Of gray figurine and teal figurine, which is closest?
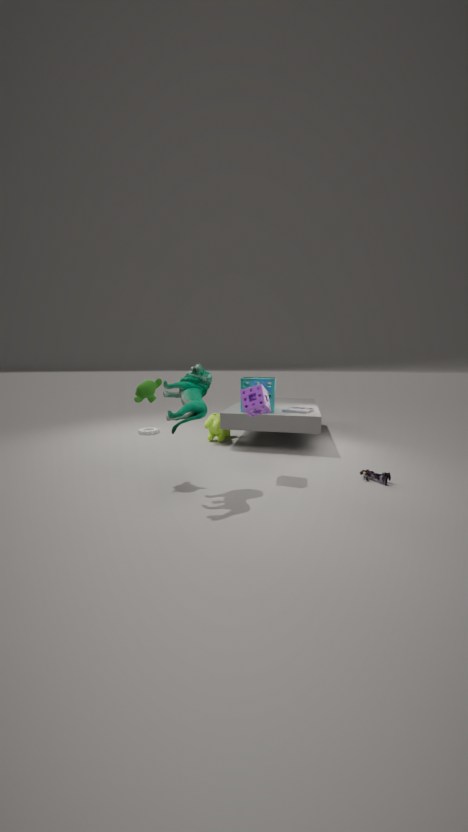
teal figurine
